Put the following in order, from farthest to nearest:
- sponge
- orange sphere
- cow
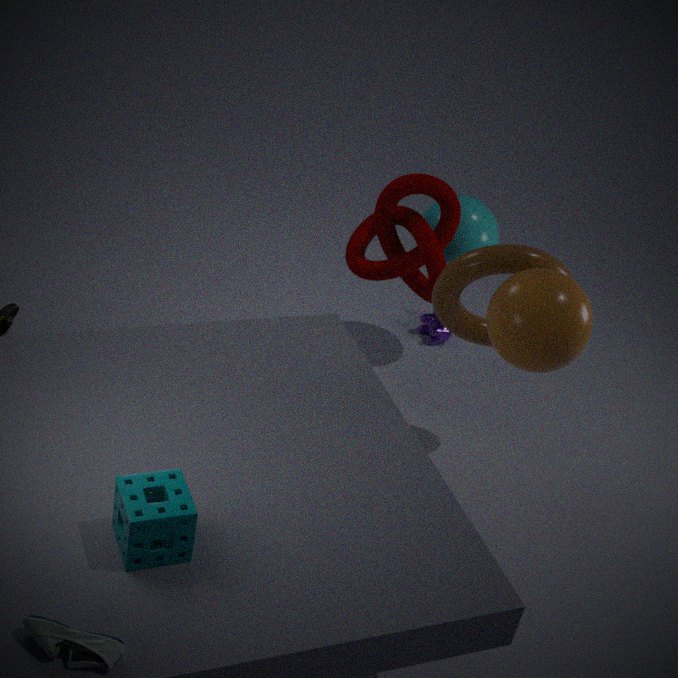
cow
orange sphere
sponge
